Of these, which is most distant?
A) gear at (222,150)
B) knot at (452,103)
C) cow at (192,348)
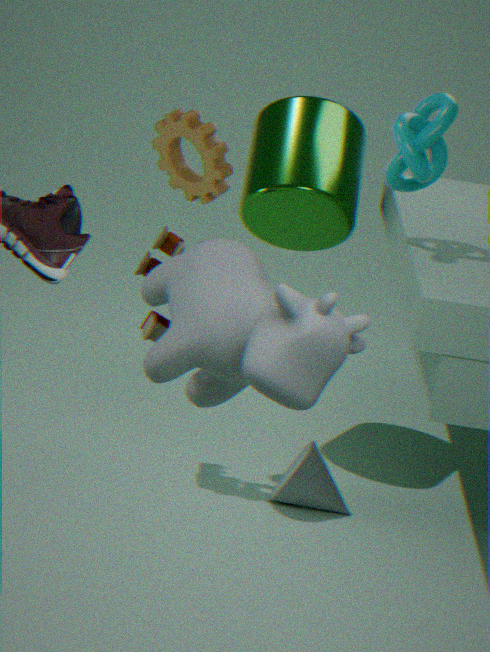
gear at (222,150)
